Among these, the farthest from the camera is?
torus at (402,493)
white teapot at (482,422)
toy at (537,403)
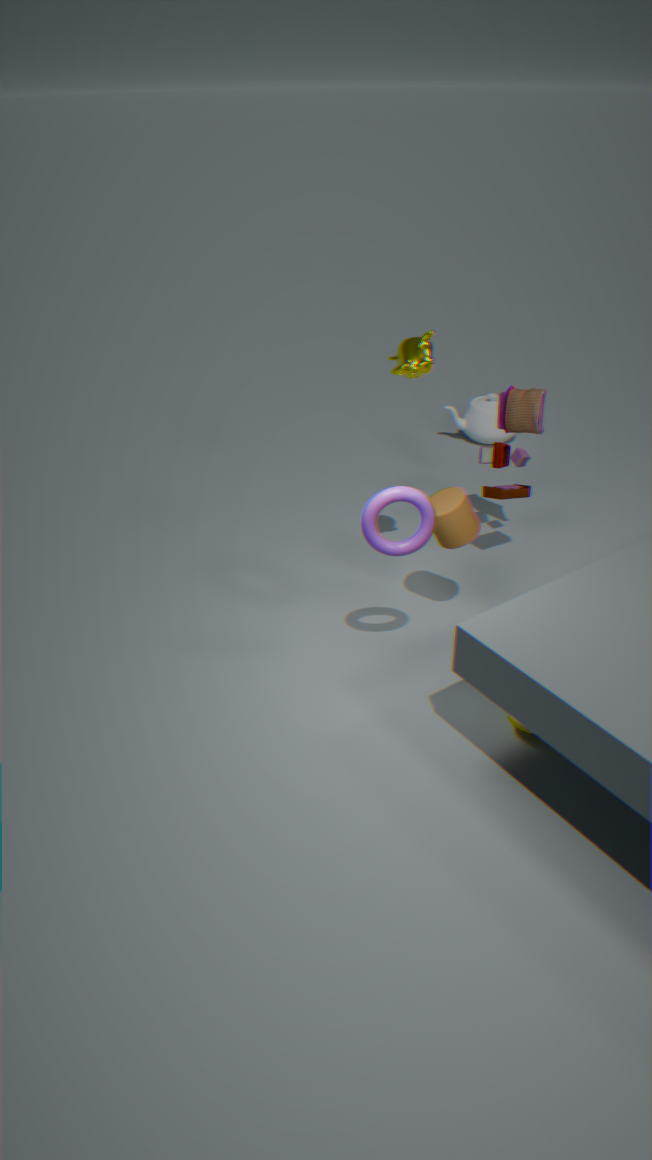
white teapot at (482,422)
